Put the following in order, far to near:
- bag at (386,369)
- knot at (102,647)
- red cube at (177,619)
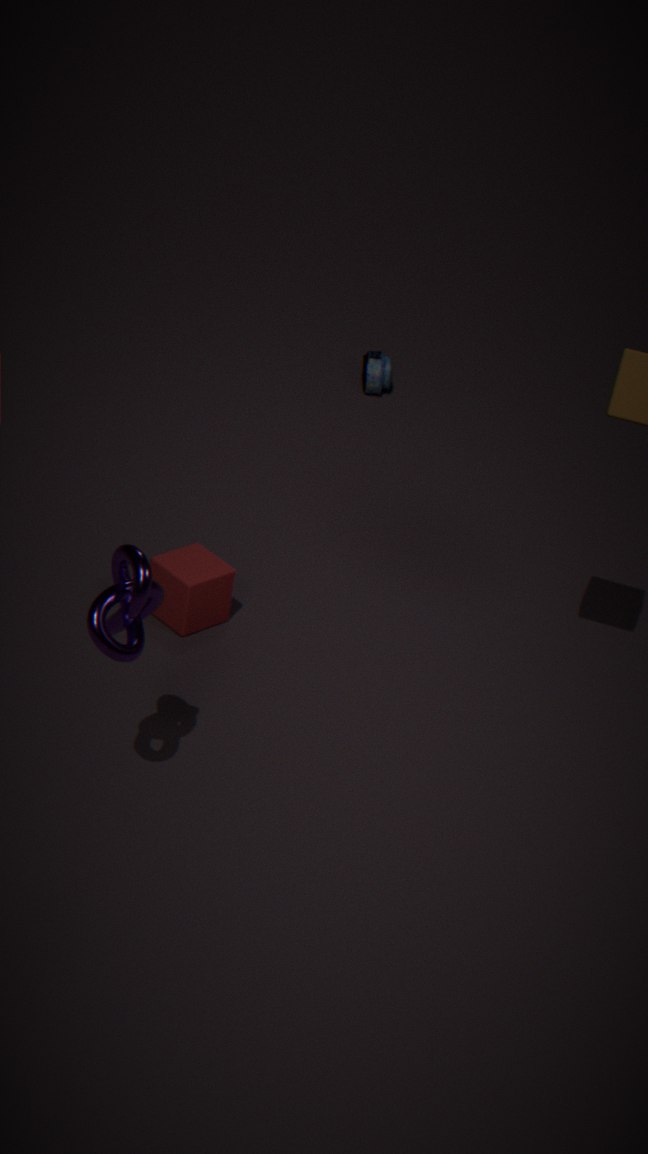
bag at (386,369) → red cube at (177,619) → knot at (102,647)
